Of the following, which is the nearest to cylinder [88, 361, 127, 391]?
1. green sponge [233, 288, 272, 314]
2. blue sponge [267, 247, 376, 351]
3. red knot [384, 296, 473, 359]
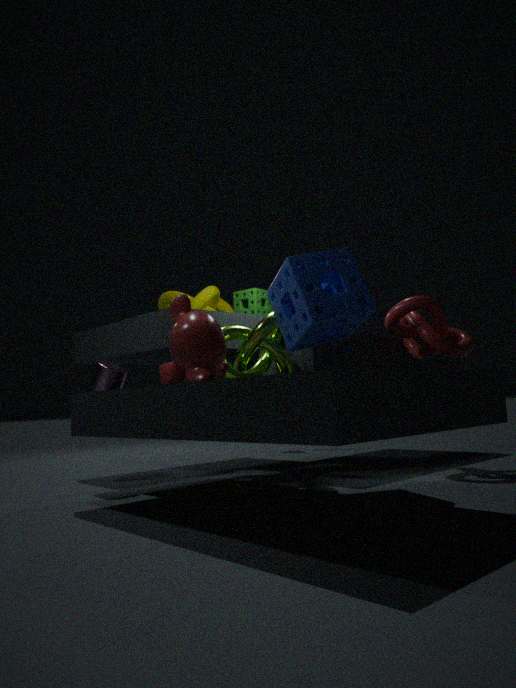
green sponge [233, 288, 272, 314]
